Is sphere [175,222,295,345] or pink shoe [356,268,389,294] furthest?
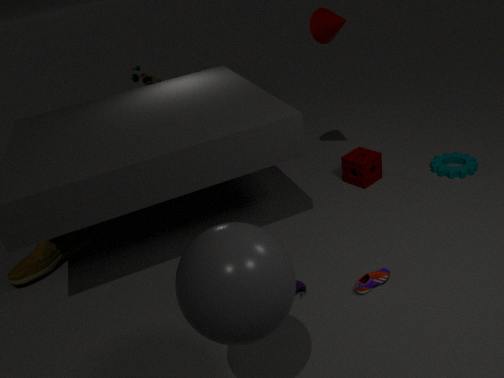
pink shoe [356,268,389,294]
